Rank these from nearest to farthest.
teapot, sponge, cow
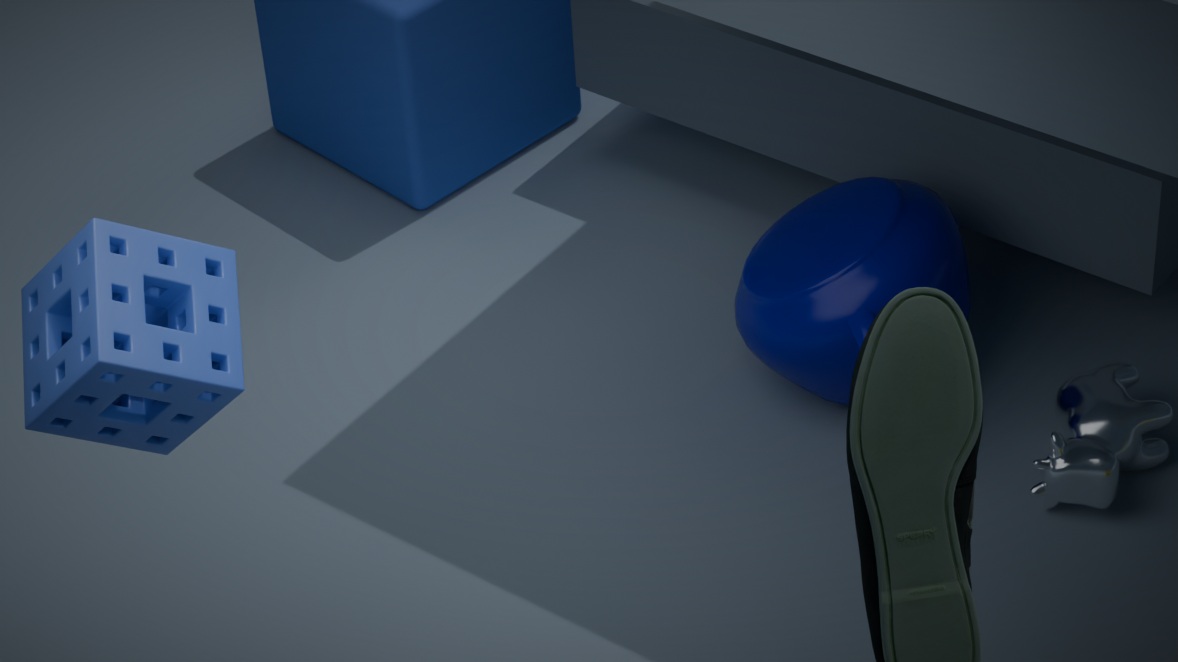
sponge < cow < teapot
